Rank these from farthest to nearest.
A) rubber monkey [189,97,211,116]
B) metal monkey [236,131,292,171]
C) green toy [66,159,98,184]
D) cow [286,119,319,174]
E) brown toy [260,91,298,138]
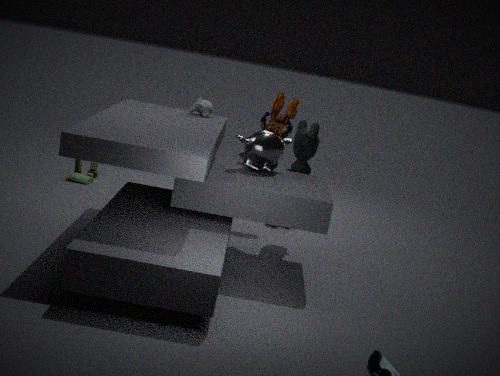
green toy [66,159,98,184] < brown toy [260,91,298,138] < rubber monkey [189,97,211,116] < cow [286,119,319,174] < metal monkey [236,131,292,171]
